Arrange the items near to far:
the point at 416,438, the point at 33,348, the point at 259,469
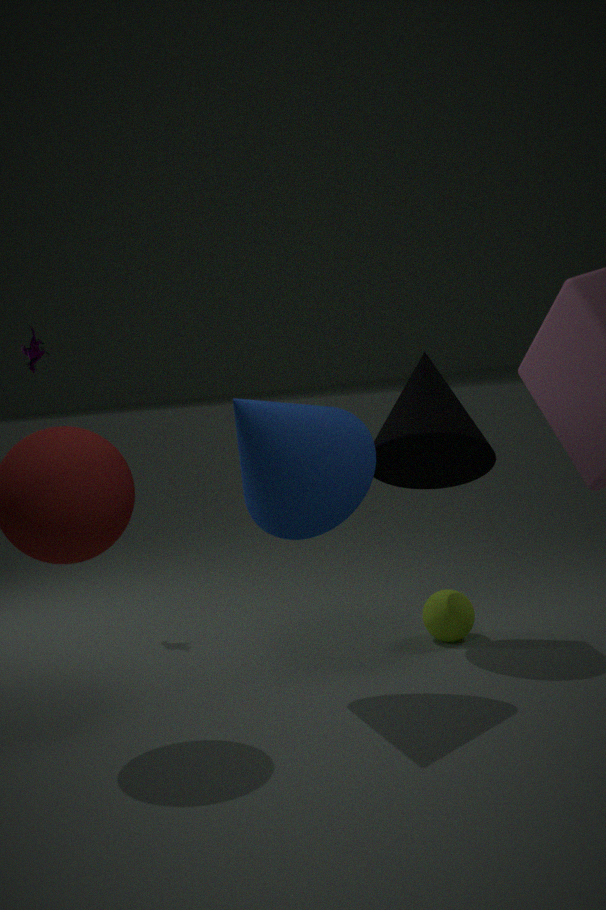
the point at 259,469 → the point at 416,438 → the point at 33,348
